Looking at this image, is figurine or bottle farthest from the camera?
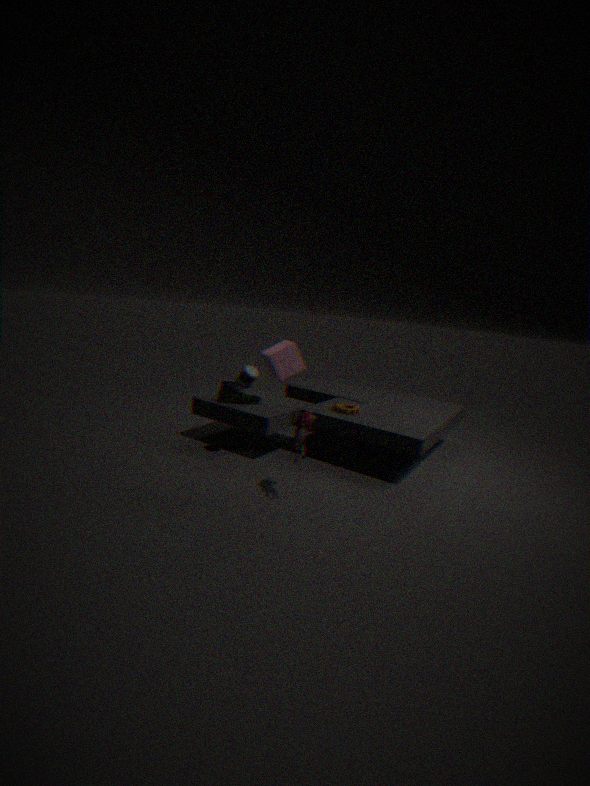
bottle
